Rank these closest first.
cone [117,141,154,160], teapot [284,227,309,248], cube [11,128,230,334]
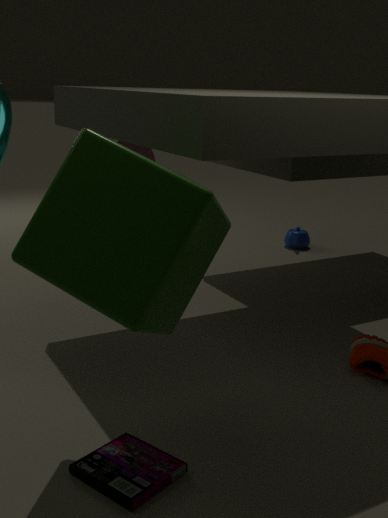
cube [11,128,230,334] < cone [117,141,154,160] < teapot [284,227,309,248]
